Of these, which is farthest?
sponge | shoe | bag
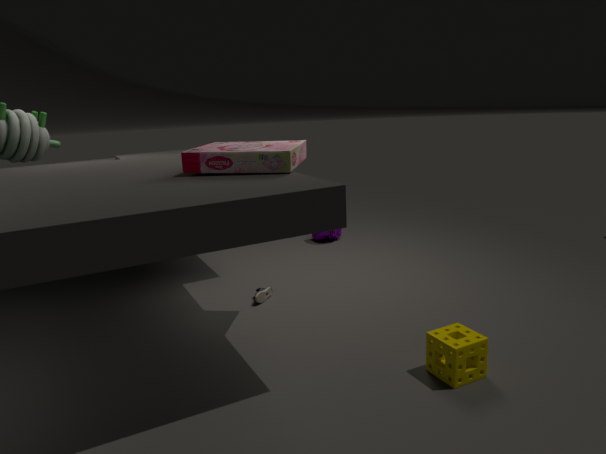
bag
